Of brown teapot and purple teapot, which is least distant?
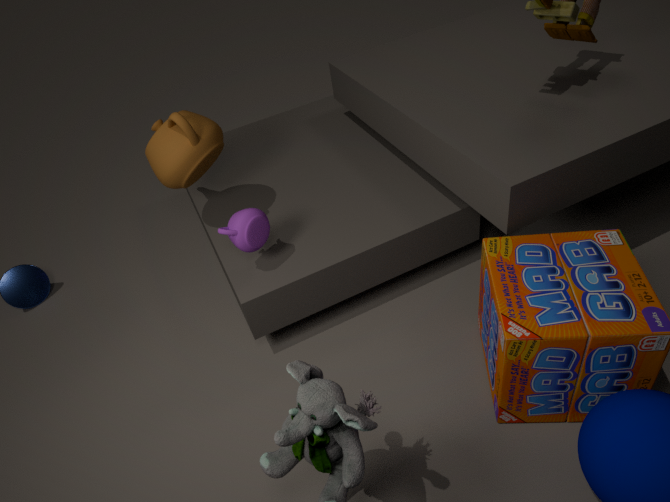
purple teapot
